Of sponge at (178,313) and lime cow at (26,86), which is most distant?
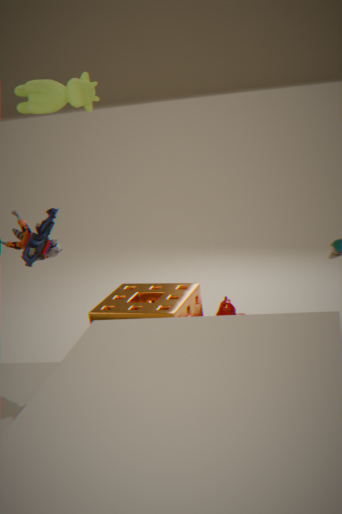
sponge at (178,313)
